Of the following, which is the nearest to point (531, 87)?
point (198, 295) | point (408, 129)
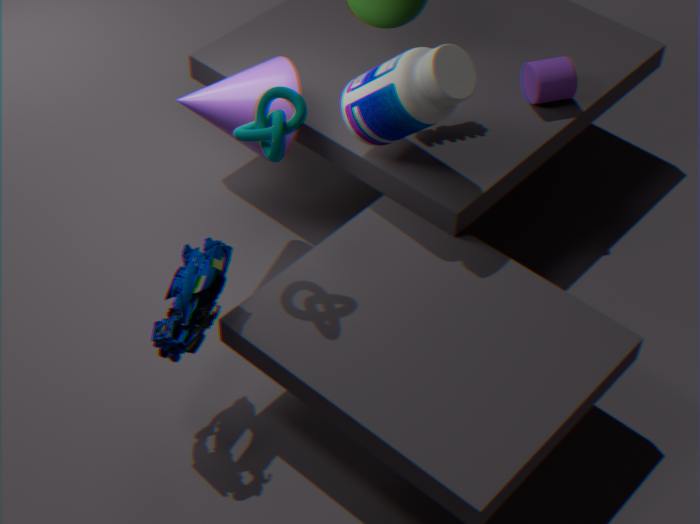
point (408, 129)
